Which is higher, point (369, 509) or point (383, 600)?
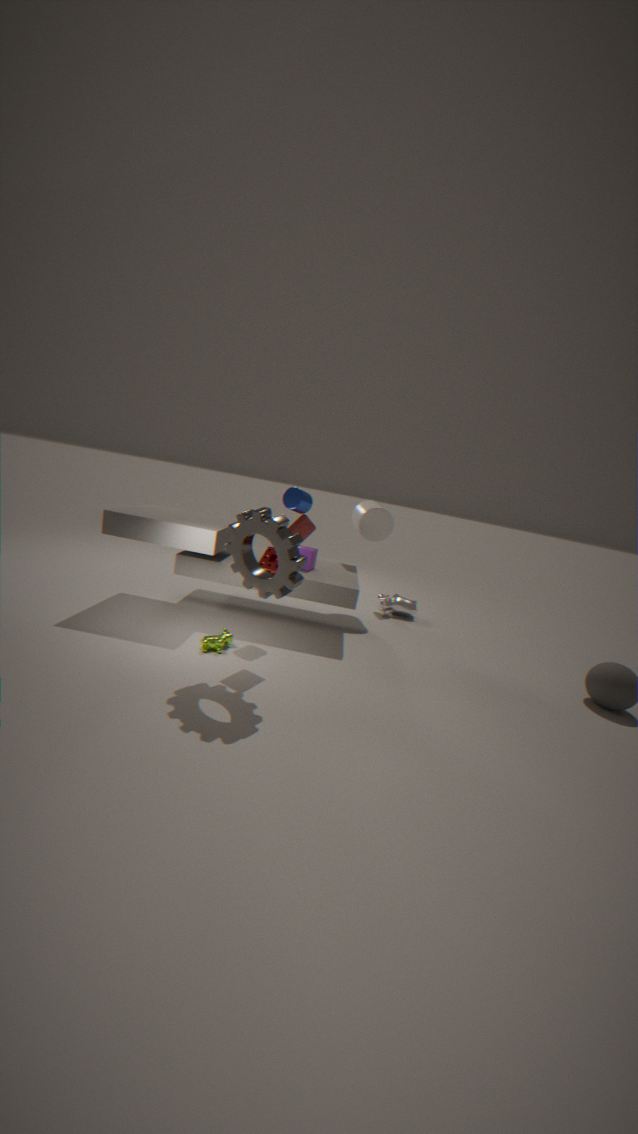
point (369, 509)
